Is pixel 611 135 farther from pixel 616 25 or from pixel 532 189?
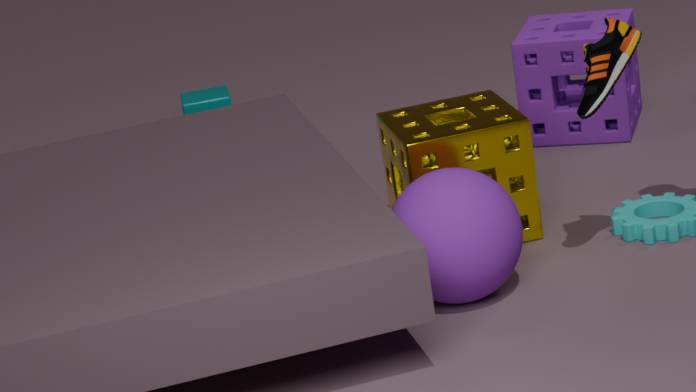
pixel 616 25
